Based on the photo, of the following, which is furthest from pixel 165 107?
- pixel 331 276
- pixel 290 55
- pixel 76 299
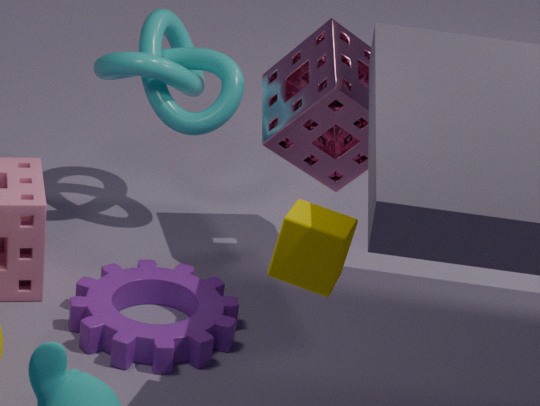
pixel 331 276
